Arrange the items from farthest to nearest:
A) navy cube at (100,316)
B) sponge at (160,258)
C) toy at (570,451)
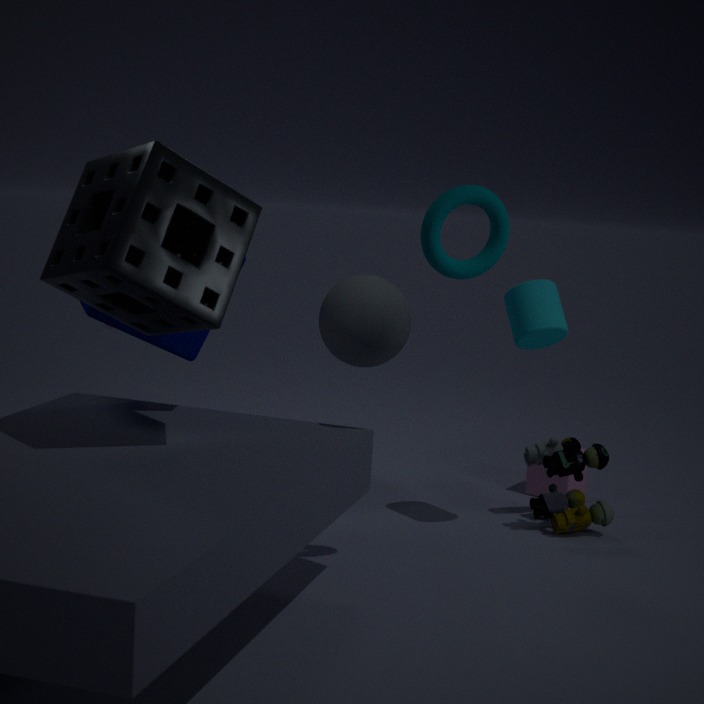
toy at (570,451), navy cube at (100,316), sponge at (160,258)
